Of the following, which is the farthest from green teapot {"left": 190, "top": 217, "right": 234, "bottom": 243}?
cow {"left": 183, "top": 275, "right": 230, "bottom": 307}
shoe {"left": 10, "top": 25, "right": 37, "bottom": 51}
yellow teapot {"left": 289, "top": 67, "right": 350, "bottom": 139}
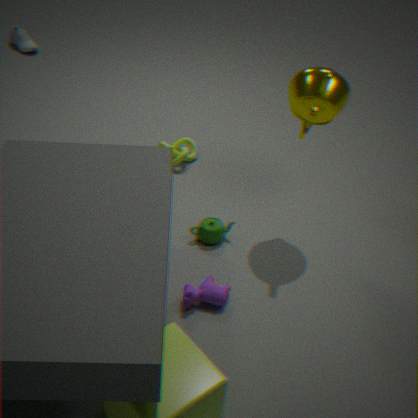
shoe {"left": 10, "top": 25, "right": 37, "bottom": 51}
